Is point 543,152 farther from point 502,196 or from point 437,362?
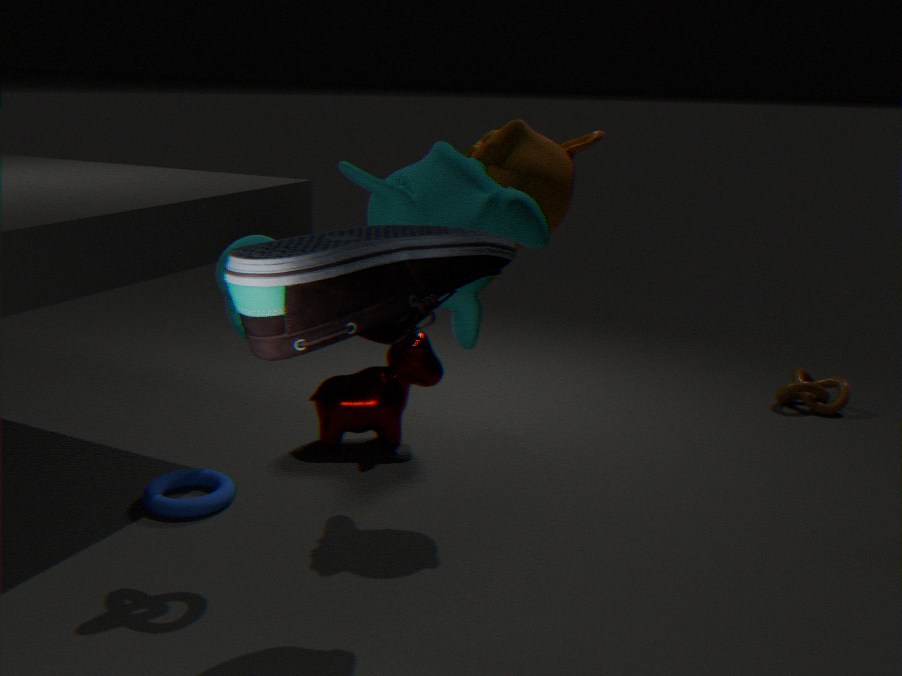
point 437,362
